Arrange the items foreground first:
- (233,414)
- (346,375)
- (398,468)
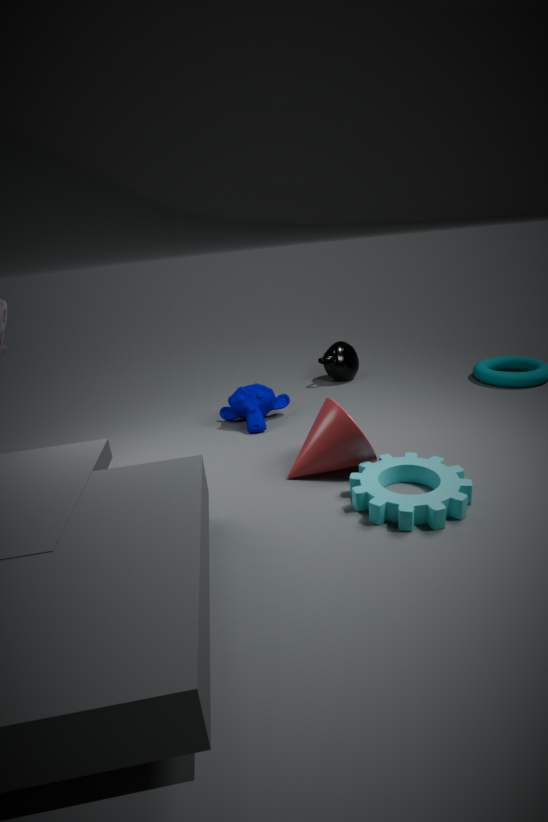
(398,468) < (233,414) < (346,375)
